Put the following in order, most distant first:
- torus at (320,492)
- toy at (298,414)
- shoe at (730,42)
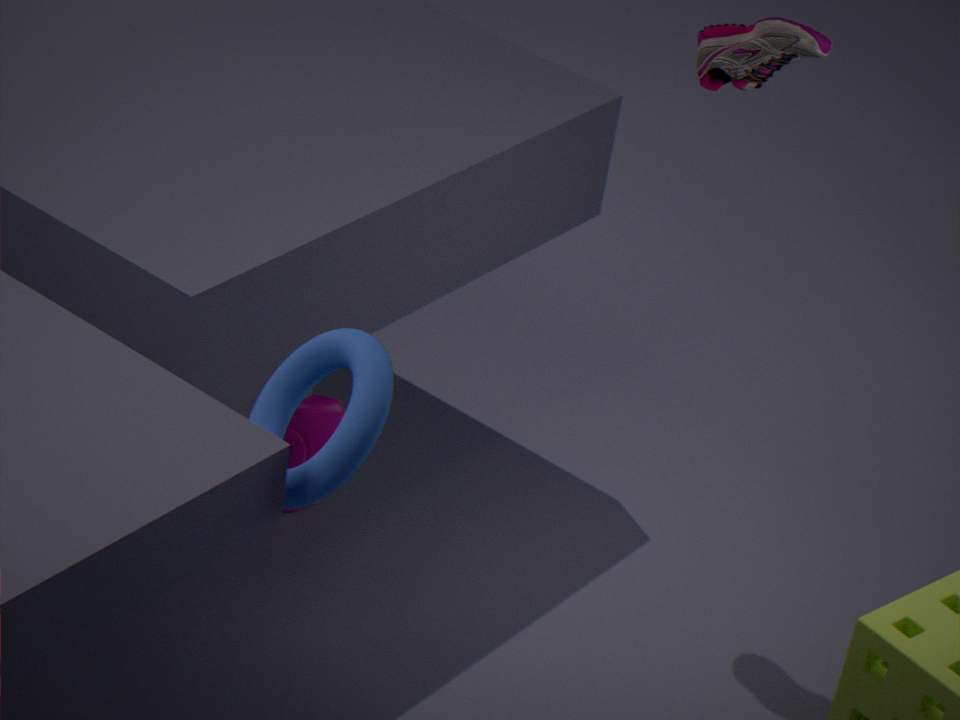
toy at (298,414) → shoe at (730,42) → torus at (320,492)
